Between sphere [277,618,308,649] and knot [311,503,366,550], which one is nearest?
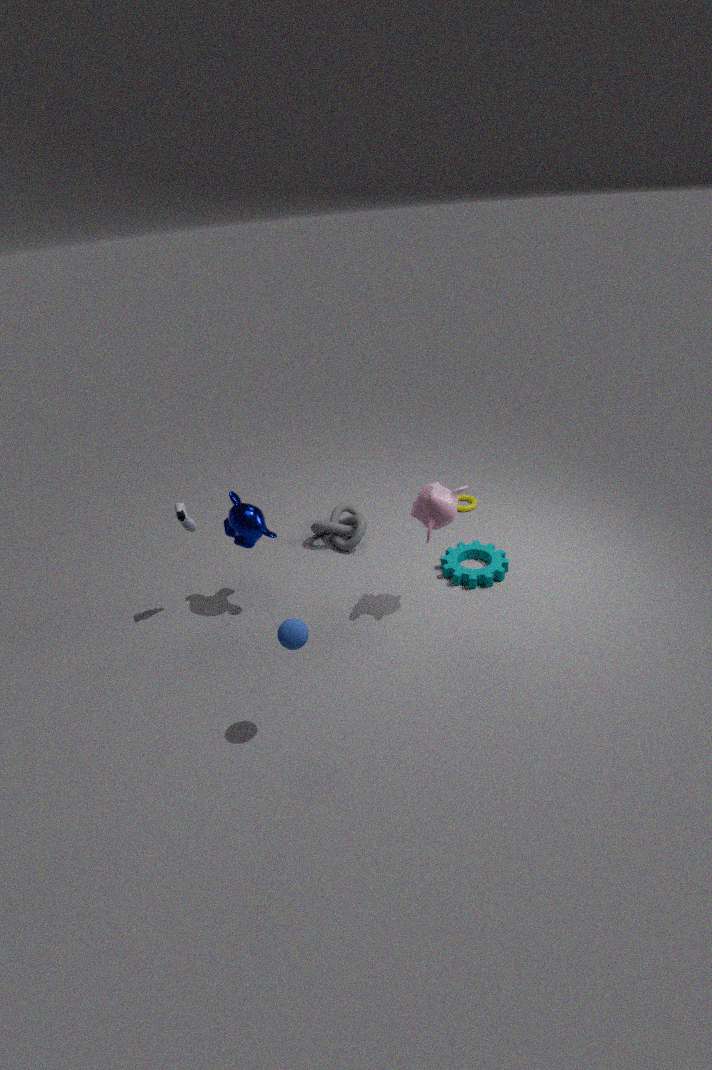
sphere [277,618,308,649]
